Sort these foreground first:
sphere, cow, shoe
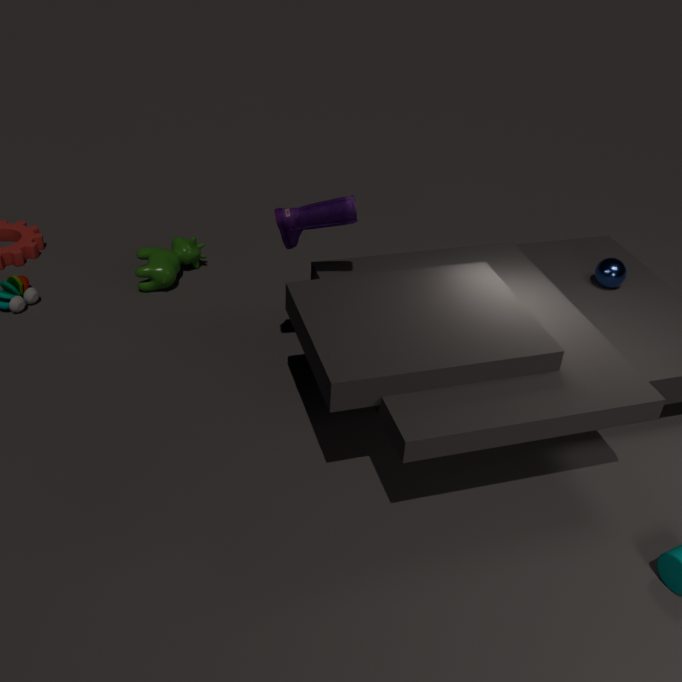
shoe → sphere → cow
